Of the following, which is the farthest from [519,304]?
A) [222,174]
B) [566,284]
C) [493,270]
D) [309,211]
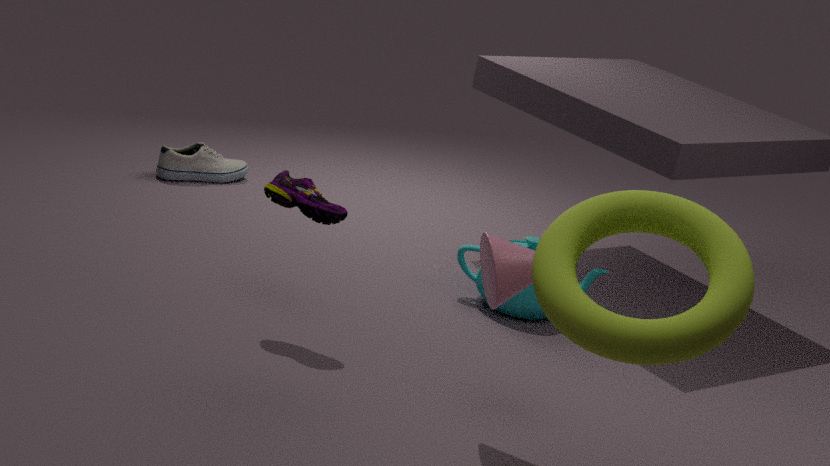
[566,284]
